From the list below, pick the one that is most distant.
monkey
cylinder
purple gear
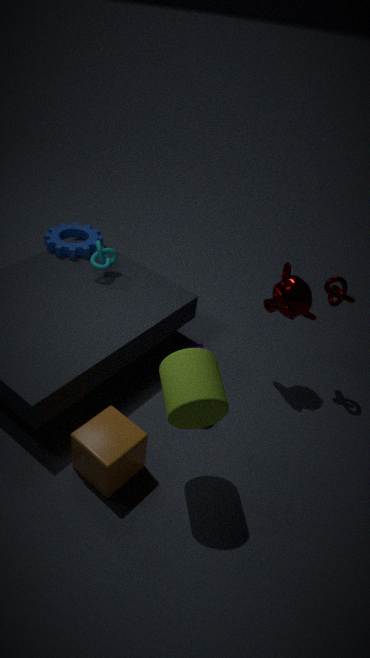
purple gear
